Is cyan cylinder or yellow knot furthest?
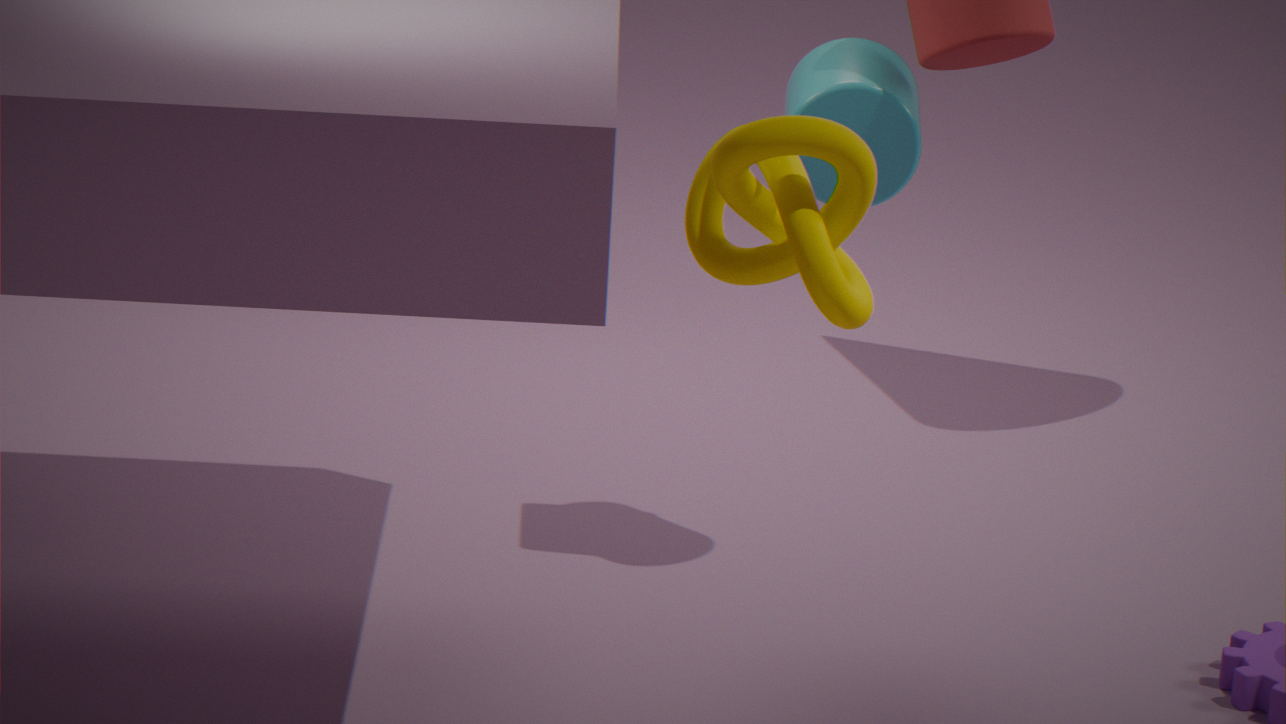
cyan cylinder
